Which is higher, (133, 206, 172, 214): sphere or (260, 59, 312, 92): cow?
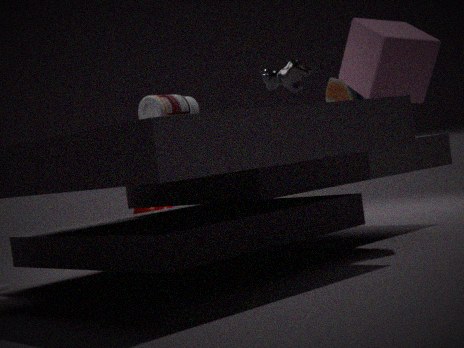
(260, 59, 312, 92): cow
